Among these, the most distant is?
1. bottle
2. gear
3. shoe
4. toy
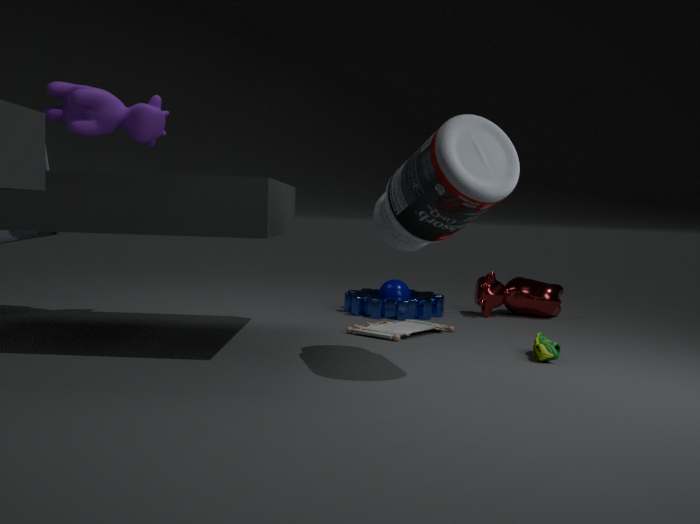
gear
